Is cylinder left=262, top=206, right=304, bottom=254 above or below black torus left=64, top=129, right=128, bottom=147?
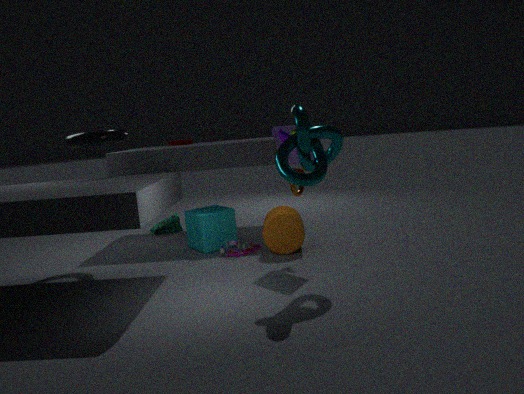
below
